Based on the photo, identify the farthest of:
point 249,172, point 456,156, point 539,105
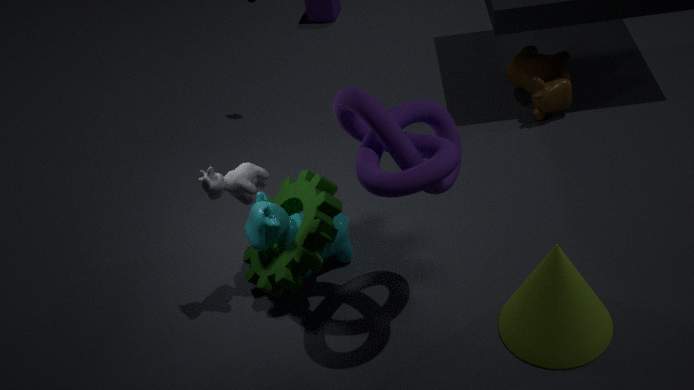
point 539,105
